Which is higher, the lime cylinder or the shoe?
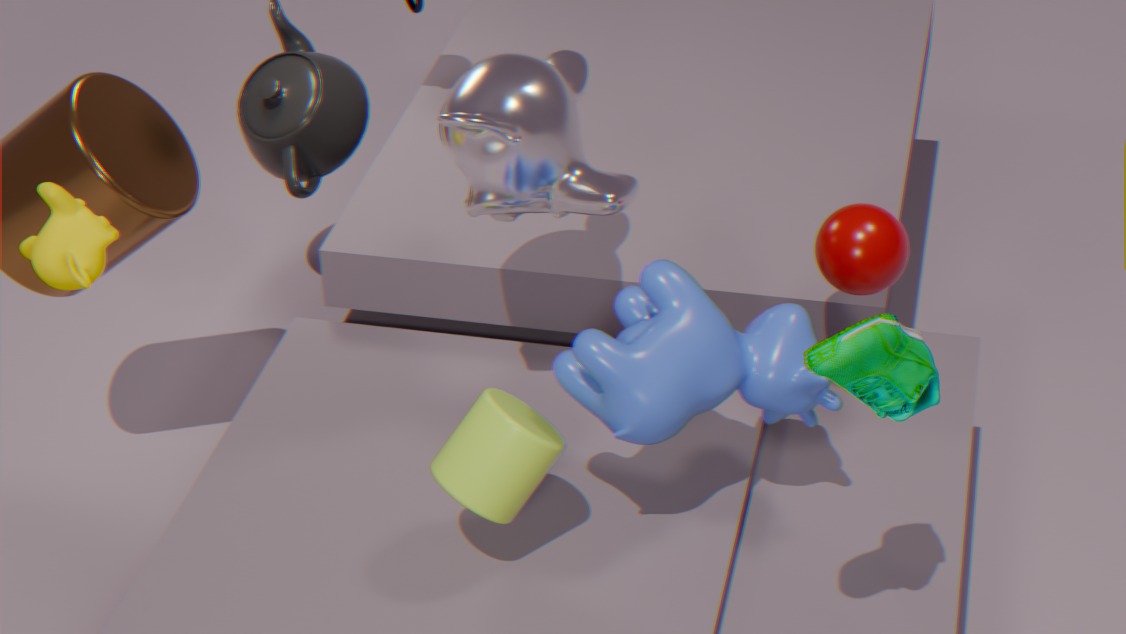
the shoe
